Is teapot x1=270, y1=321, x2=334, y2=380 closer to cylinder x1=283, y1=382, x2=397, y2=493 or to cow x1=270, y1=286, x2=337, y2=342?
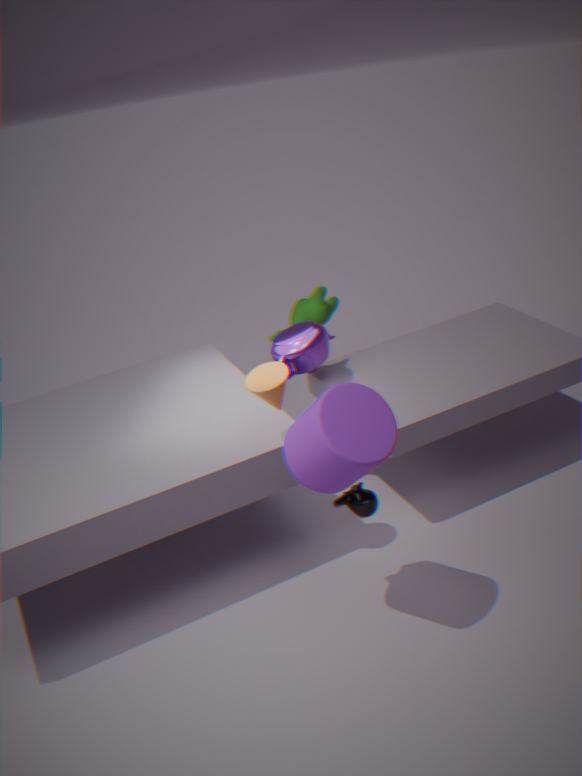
cow x1=270, y1=286, x2=337, y2=342
